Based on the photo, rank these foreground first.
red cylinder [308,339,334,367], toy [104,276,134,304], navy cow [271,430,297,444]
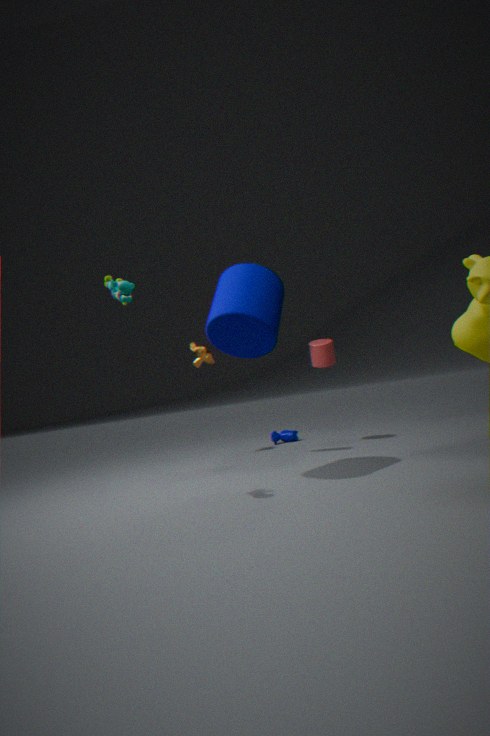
toy [104,276,134,304], red cylinder [308,339,334,367], navy cow [271,430,297,444]
